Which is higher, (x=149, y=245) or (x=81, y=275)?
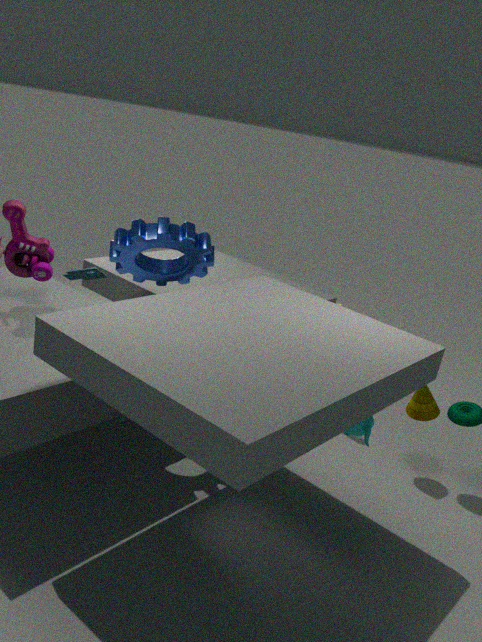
(x=149, y=245)
